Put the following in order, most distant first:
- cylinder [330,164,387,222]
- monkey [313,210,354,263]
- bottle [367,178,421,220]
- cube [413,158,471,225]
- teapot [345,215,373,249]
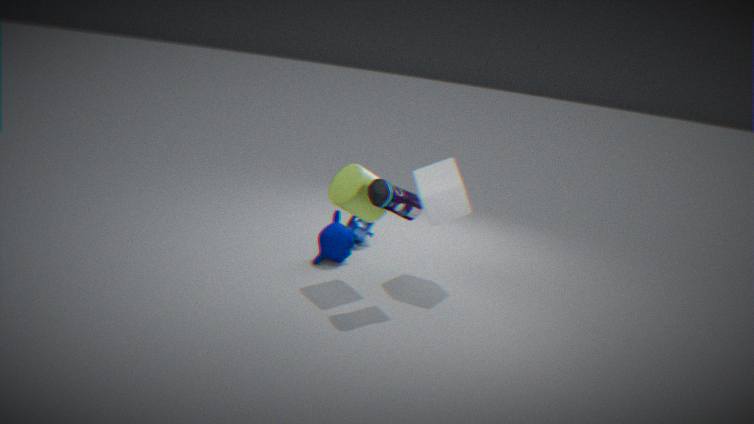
teapot [345,215,373,249] → monkey [313,210,354,263] → cube [413,158,471,225] → cylinder [330,164,387,222] → bottle [367,178,421,220]
